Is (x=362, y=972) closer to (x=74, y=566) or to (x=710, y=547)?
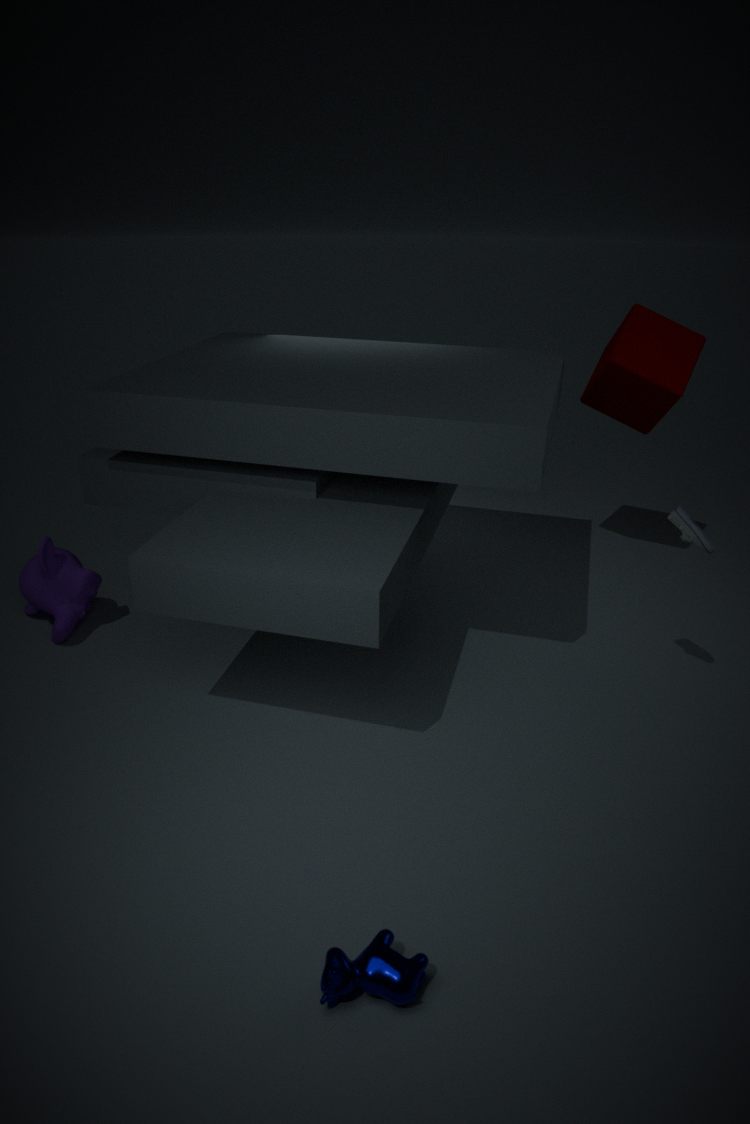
(x=710, y=547)
